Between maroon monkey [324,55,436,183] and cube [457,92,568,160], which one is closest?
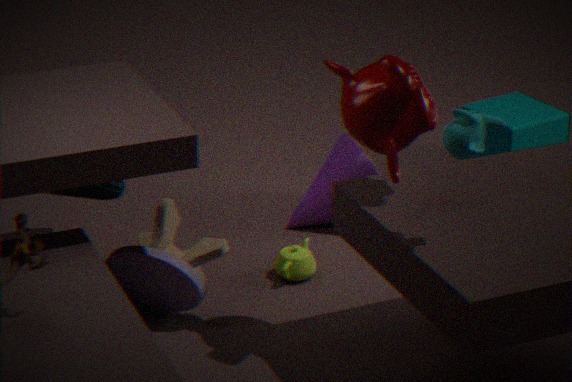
maroon monkey [324,55,436,183]
